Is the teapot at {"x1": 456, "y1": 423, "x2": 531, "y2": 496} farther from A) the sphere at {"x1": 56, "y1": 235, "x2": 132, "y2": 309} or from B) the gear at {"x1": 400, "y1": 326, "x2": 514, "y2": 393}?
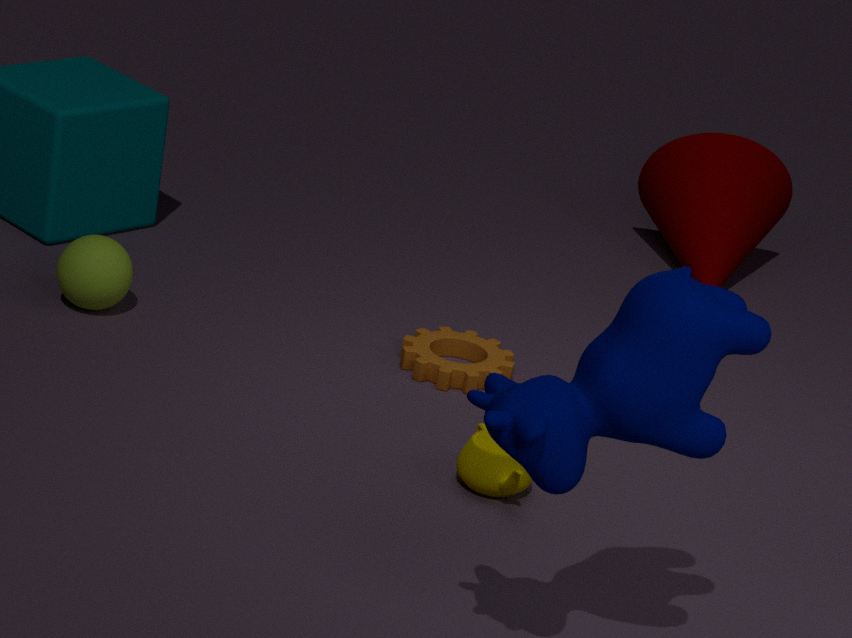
A) the sphere at {"x1": 56, "y1": 235, "x2": 132, "y2": 309}
